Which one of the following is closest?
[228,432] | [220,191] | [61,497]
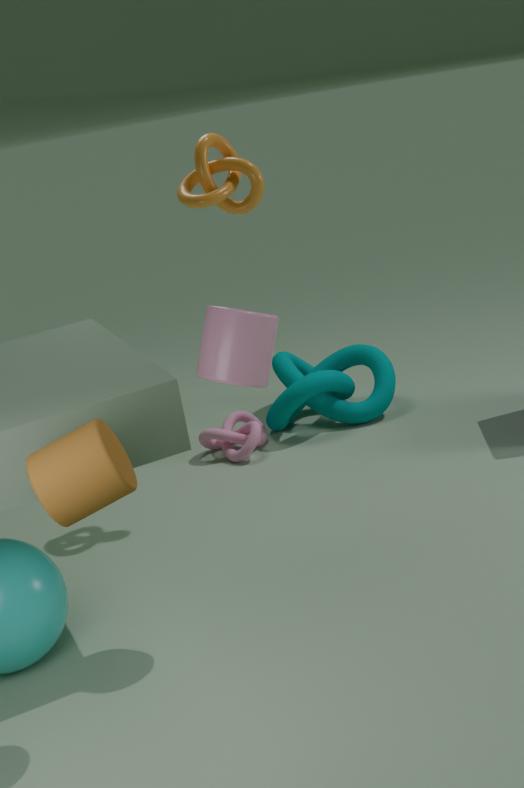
[61,497]
